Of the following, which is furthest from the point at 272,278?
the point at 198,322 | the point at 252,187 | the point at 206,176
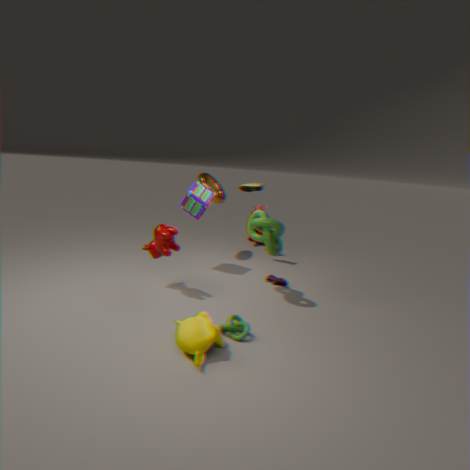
the point at 206,176
